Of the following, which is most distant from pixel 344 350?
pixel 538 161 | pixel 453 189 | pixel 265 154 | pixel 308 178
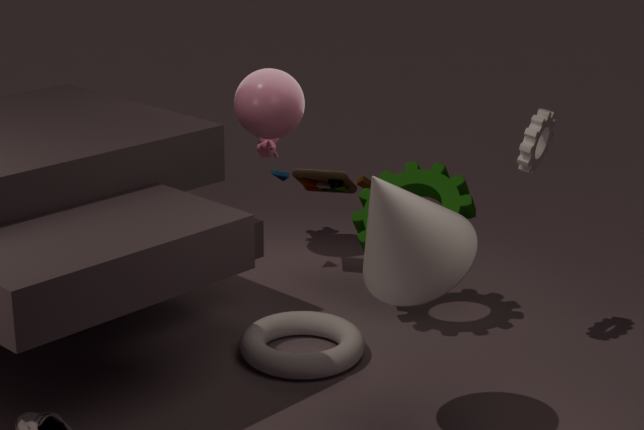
pixel 265 154
